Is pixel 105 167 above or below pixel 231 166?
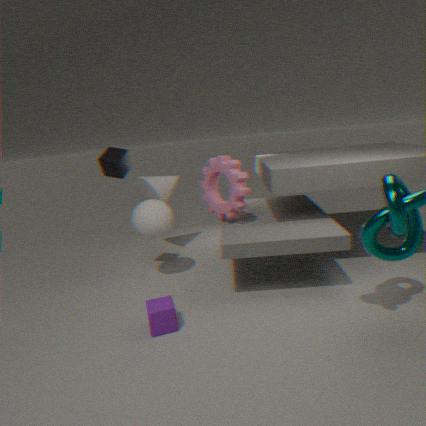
above
